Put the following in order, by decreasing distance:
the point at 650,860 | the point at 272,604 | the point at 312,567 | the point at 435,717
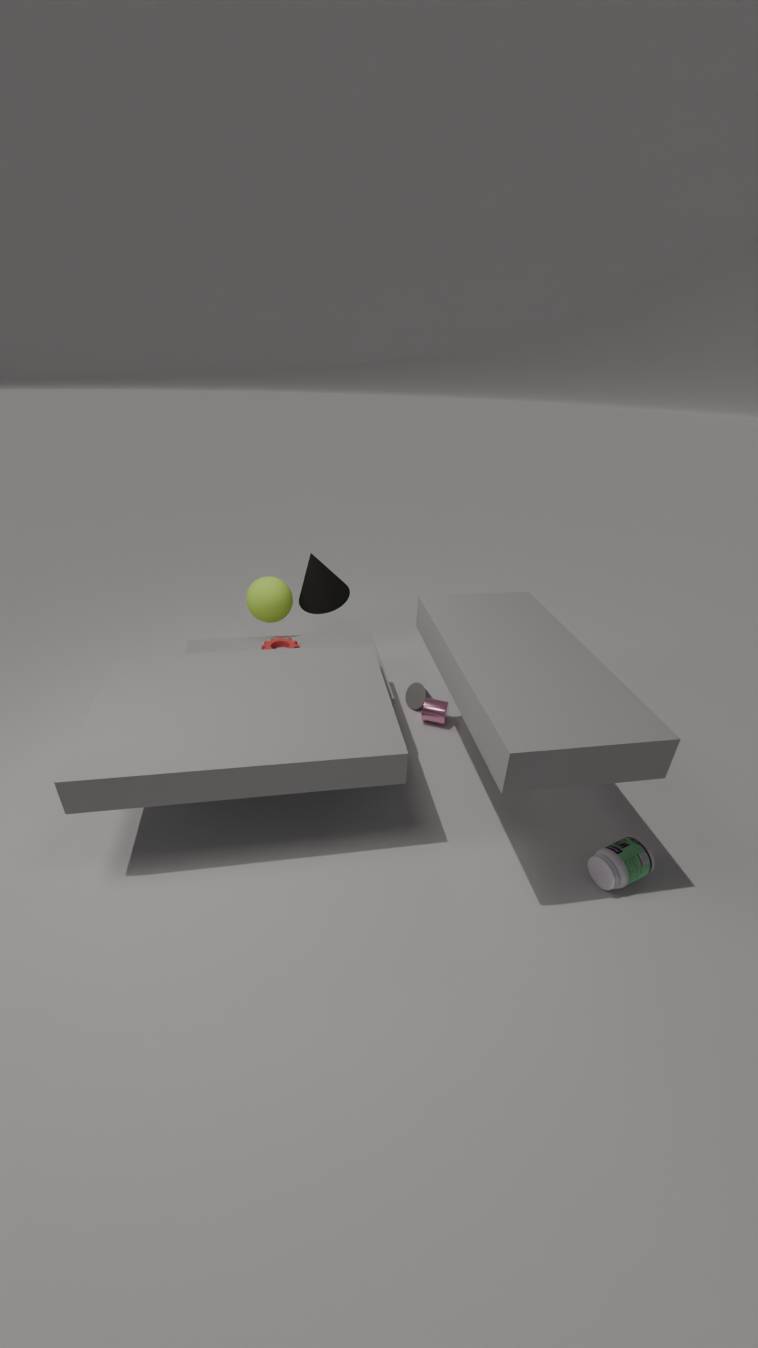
the point at 312,567 < the point at 272,604 < the point at 435,717 < the point at 650,860
